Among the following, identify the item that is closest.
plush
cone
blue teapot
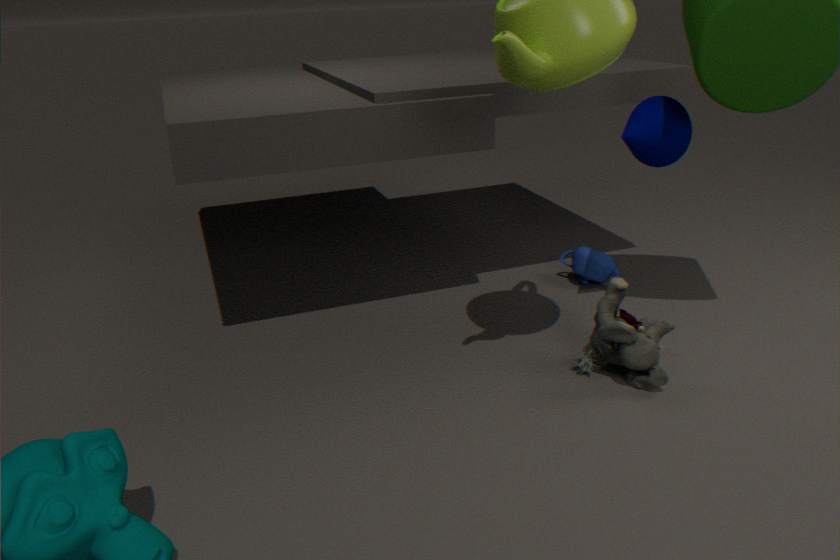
plush
